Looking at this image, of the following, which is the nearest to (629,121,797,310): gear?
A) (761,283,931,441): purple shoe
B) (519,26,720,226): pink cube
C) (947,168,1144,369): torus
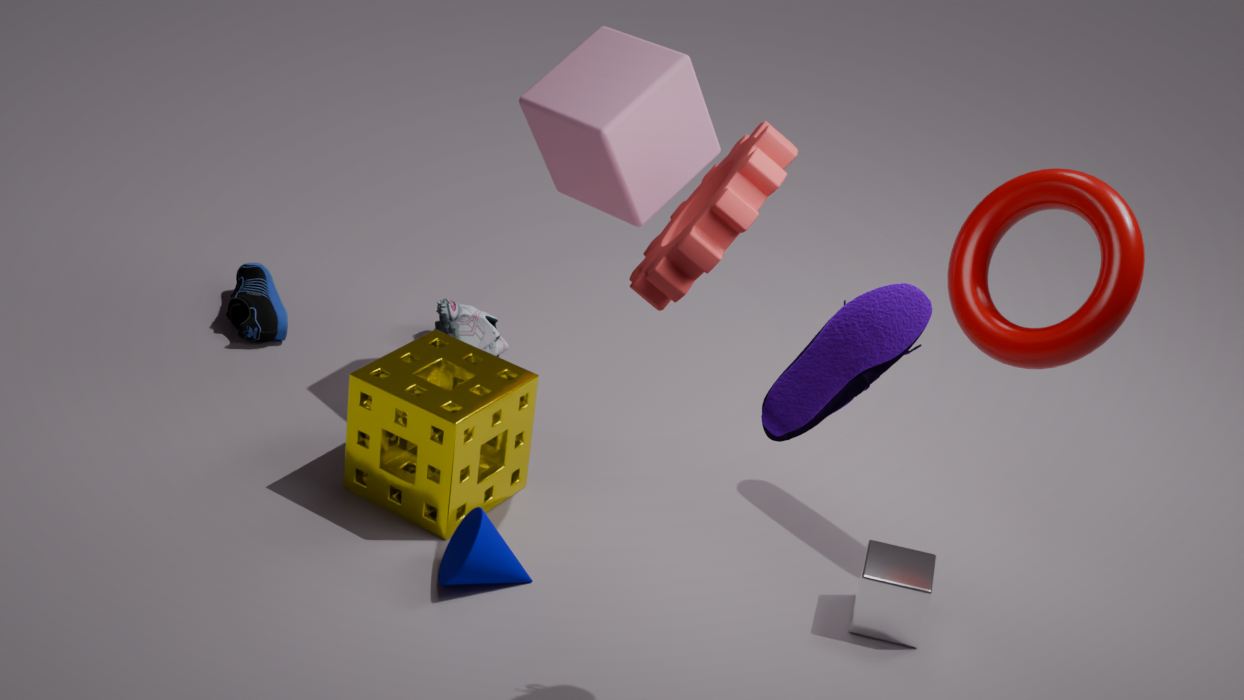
(519,26,720,226): pink cube
